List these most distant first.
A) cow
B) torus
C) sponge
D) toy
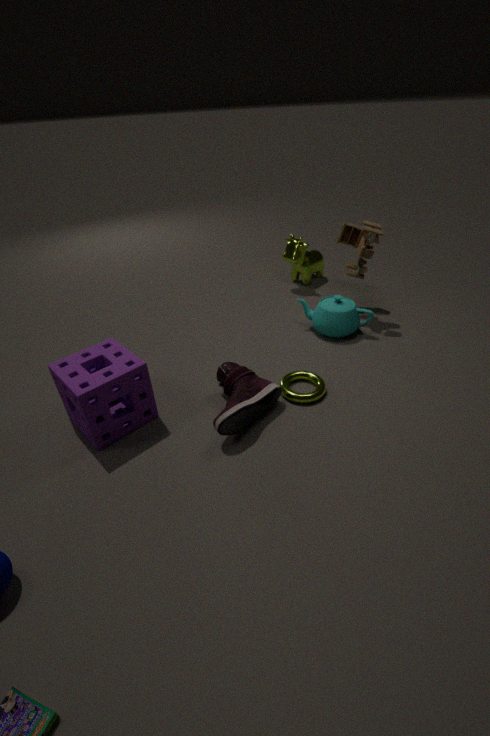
cow < toy < torus < sponge
